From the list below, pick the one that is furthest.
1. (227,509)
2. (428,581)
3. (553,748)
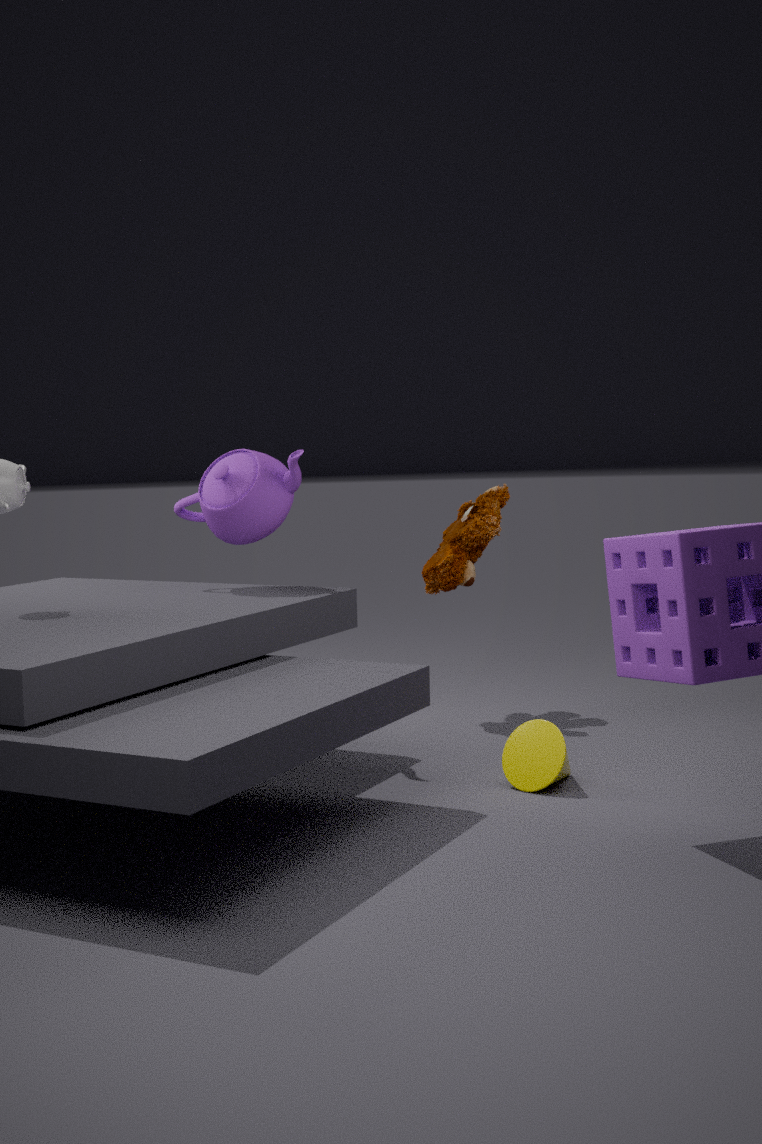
(428,581)
